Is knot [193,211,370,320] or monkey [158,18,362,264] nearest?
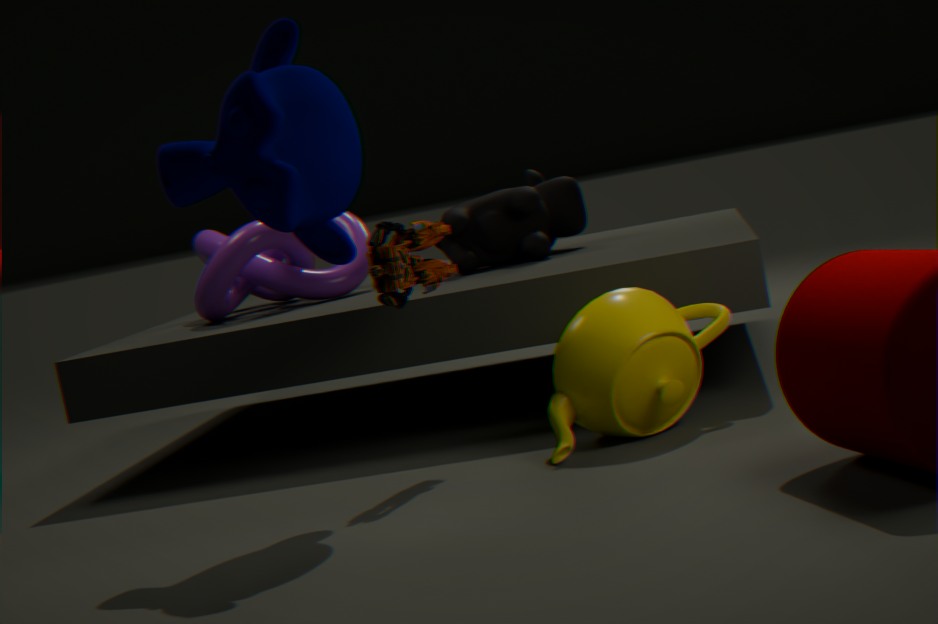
monkey [158,18,362,264]
